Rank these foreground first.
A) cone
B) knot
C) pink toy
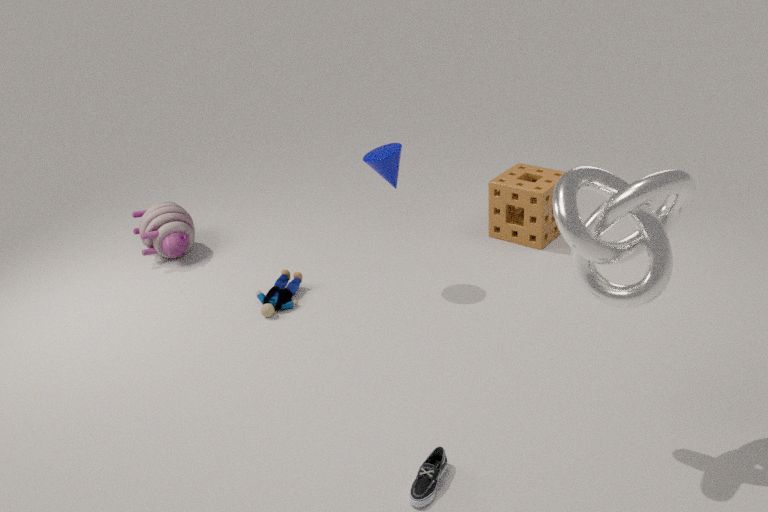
knot
cone
pink toy
